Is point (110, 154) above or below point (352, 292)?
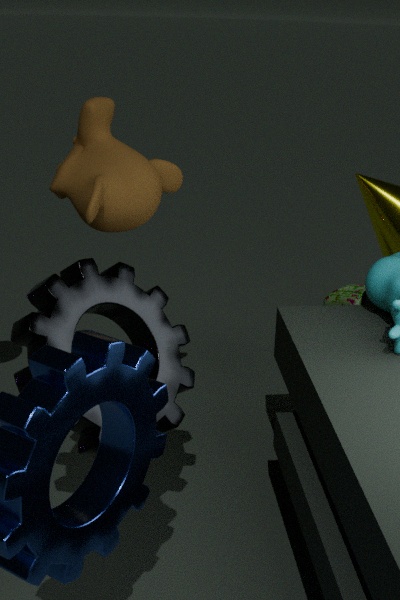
above
